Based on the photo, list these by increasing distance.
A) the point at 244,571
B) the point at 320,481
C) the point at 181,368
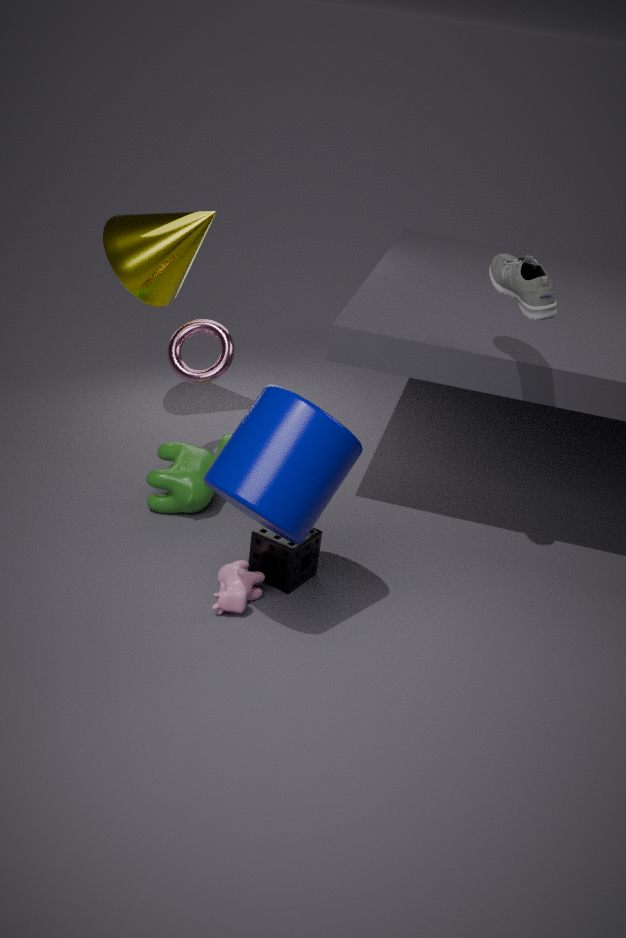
the point at 320,481
the point at 244,571
the point at 181,368
